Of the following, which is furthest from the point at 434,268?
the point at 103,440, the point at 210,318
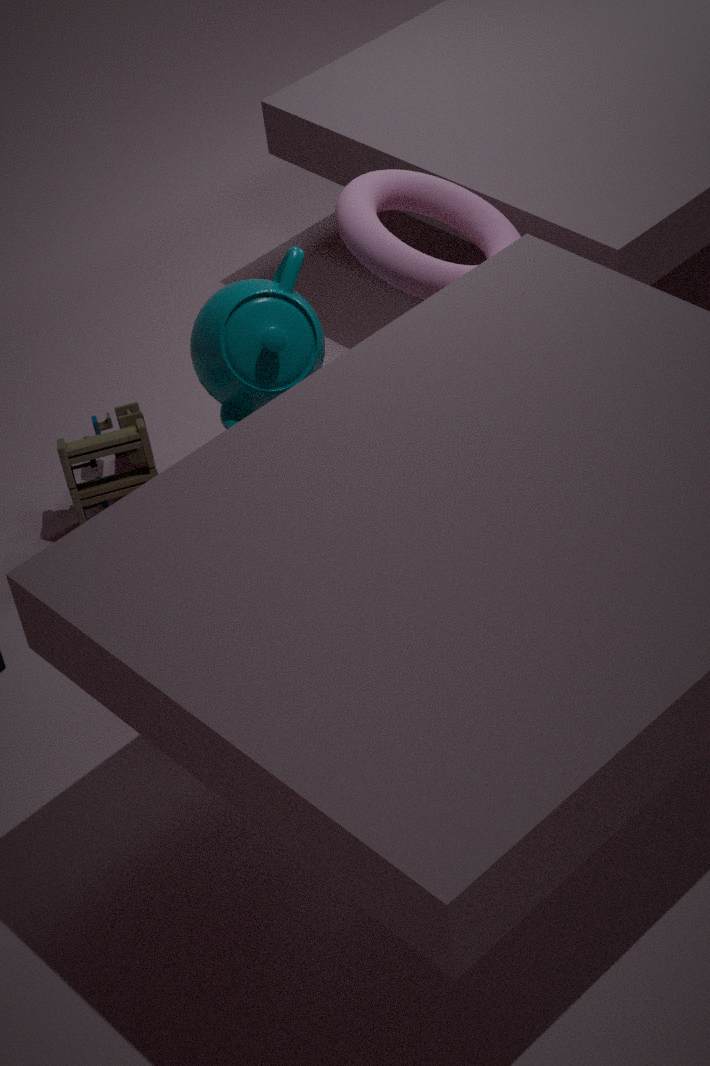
the point at 103,440
